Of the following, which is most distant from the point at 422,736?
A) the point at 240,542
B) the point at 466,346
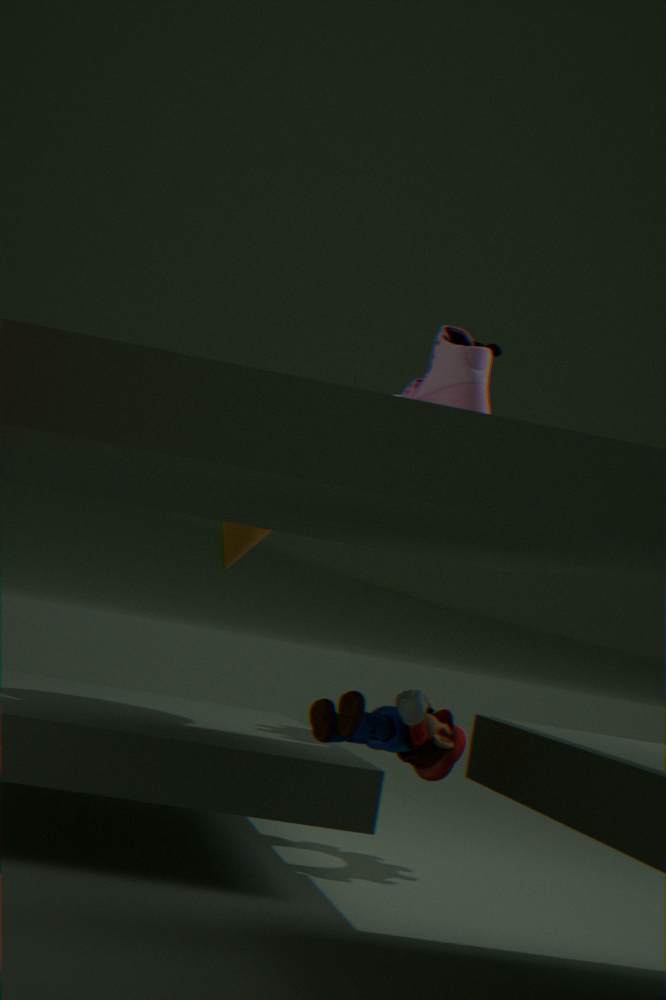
the point at 240,542
